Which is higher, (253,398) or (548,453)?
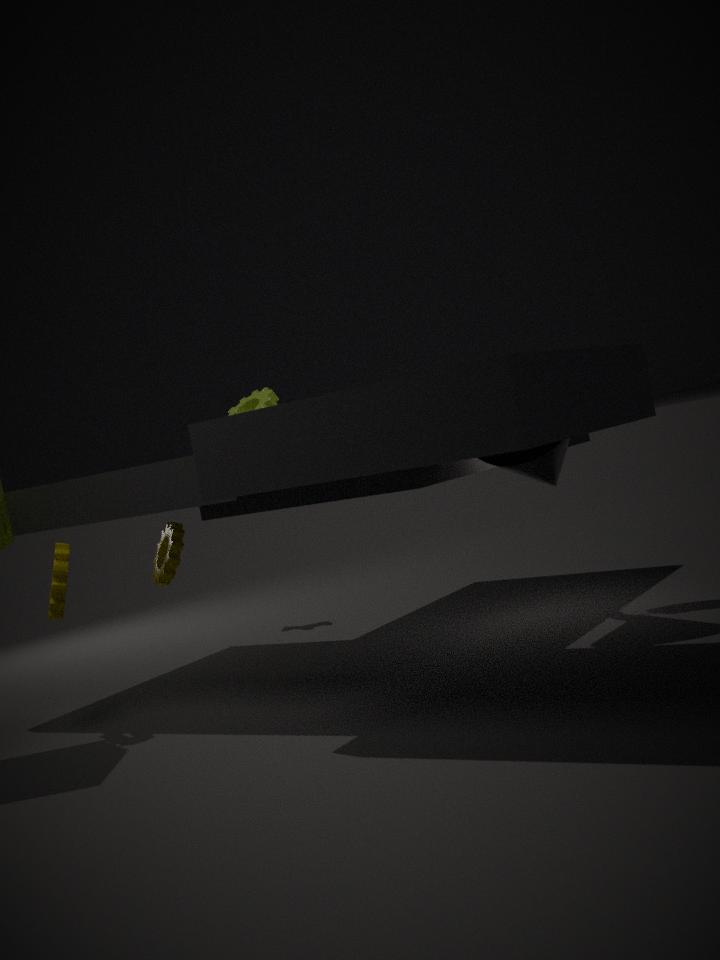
(253,398)
